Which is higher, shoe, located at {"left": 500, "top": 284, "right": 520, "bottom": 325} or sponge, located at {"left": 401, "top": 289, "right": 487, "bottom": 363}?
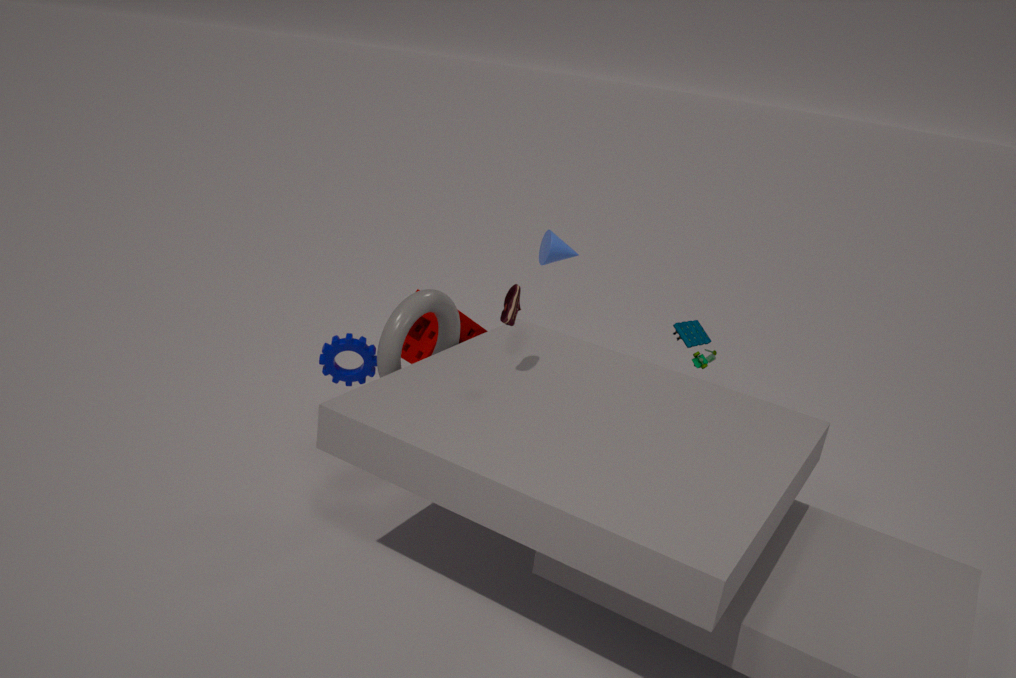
shoe, located at {"left": 500, "top": 284, "right": 520, "bottom": 325}
